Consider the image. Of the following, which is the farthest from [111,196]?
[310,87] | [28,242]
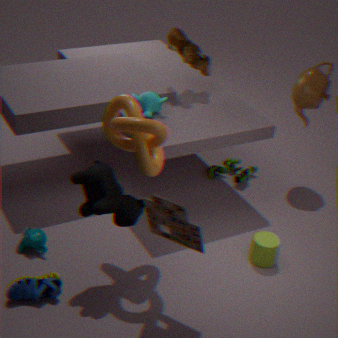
[310,87]
